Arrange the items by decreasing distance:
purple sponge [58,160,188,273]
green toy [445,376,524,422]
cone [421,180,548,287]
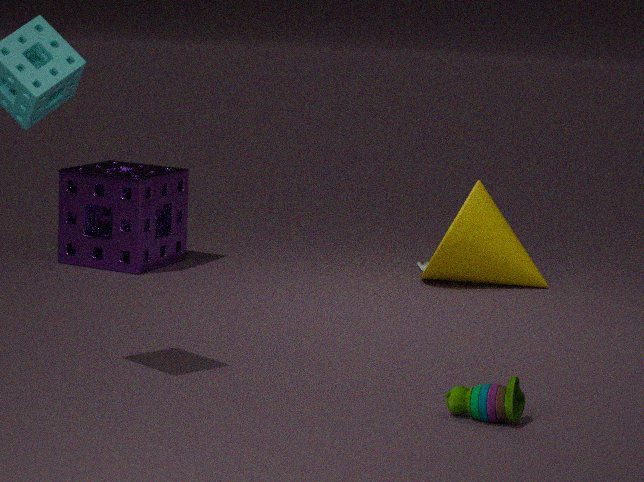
purple sponge [58,160,188,273]
cone [421,180,548,287]
green toy [445,376,524,422]
